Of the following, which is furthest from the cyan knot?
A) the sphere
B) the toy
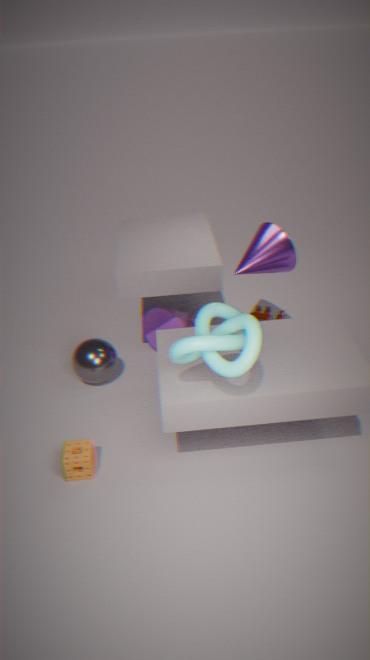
the toy
